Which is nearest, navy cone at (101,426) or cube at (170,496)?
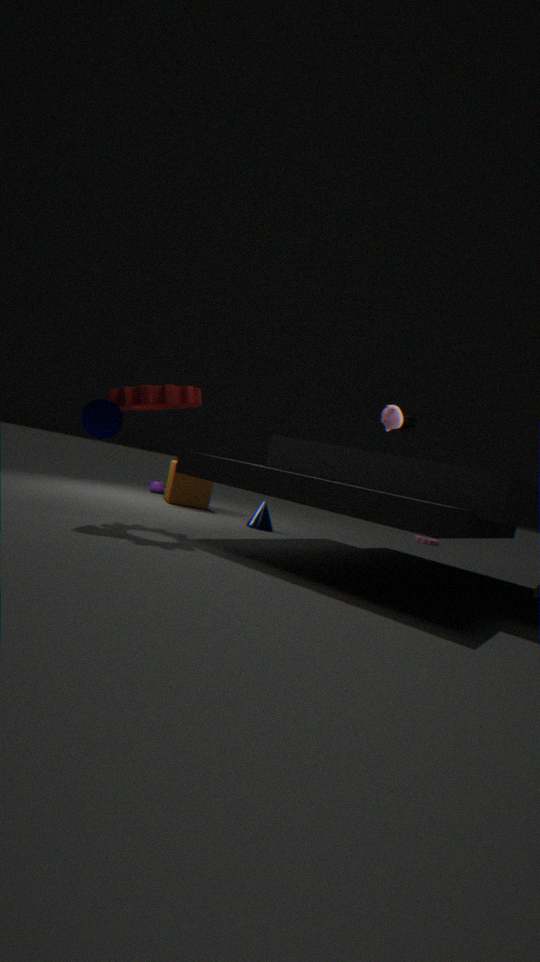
navy cone at (101,426)
